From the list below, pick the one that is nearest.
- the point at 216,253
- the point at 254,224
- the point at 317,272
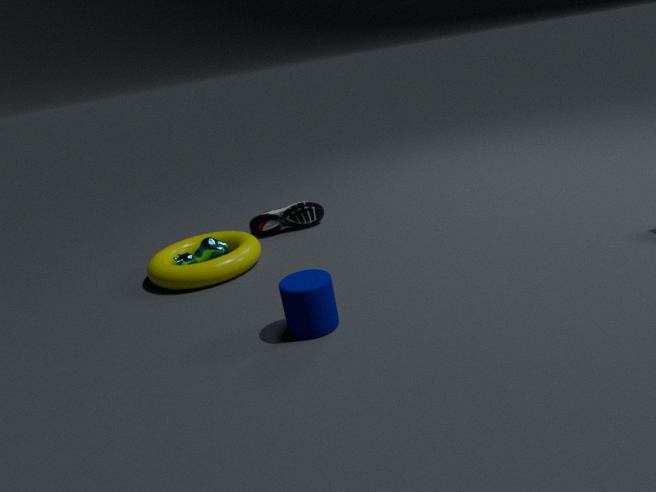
the point at 317,272
